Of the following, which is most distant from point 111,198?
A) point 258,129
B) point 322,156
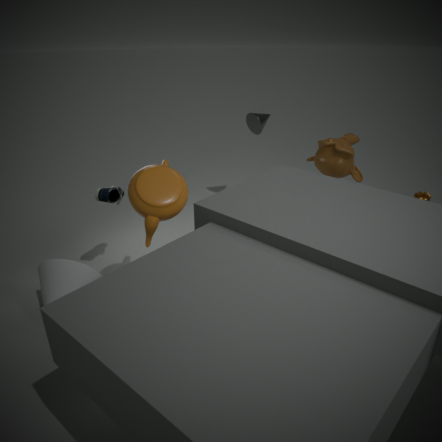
point 322,156
